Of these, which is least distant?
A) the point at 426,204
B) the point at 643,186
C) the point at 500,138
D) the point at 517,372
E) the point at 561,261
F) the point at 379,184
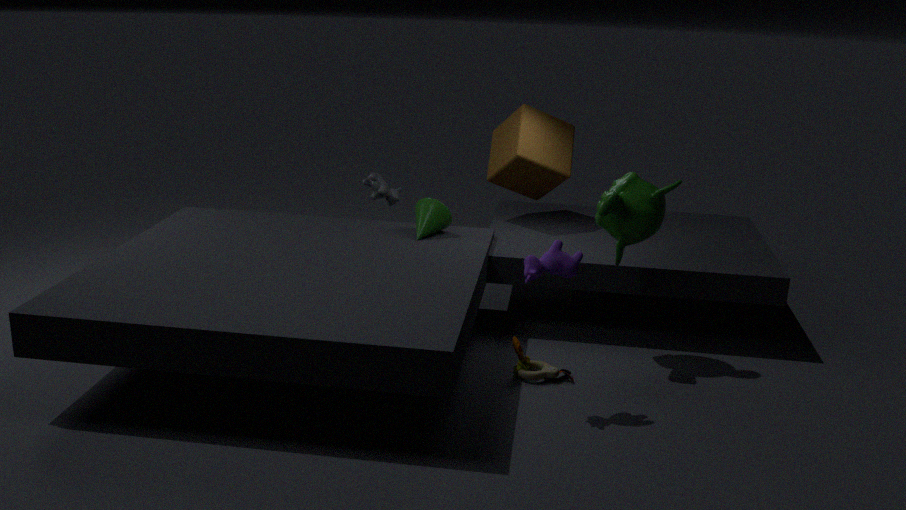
E. the point at 561,261
